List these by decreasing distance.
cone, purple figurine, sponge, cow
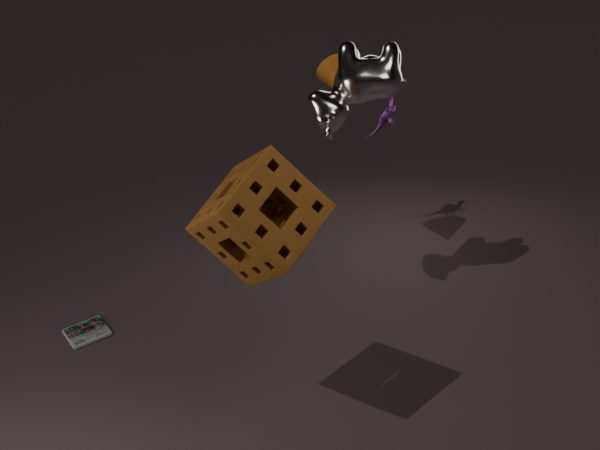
purple figurine < cone < cow < sponge
